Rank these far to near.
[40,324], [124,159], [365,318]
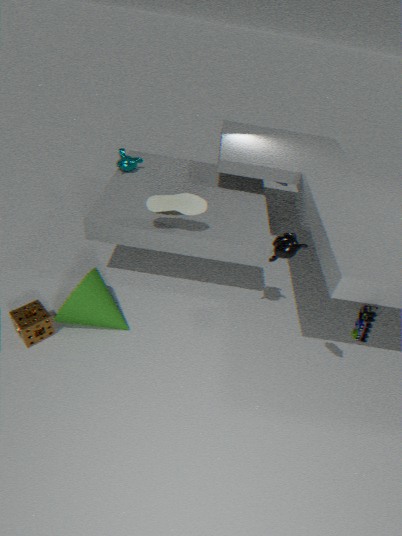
[124,159] < [40,324] < [365,318]
